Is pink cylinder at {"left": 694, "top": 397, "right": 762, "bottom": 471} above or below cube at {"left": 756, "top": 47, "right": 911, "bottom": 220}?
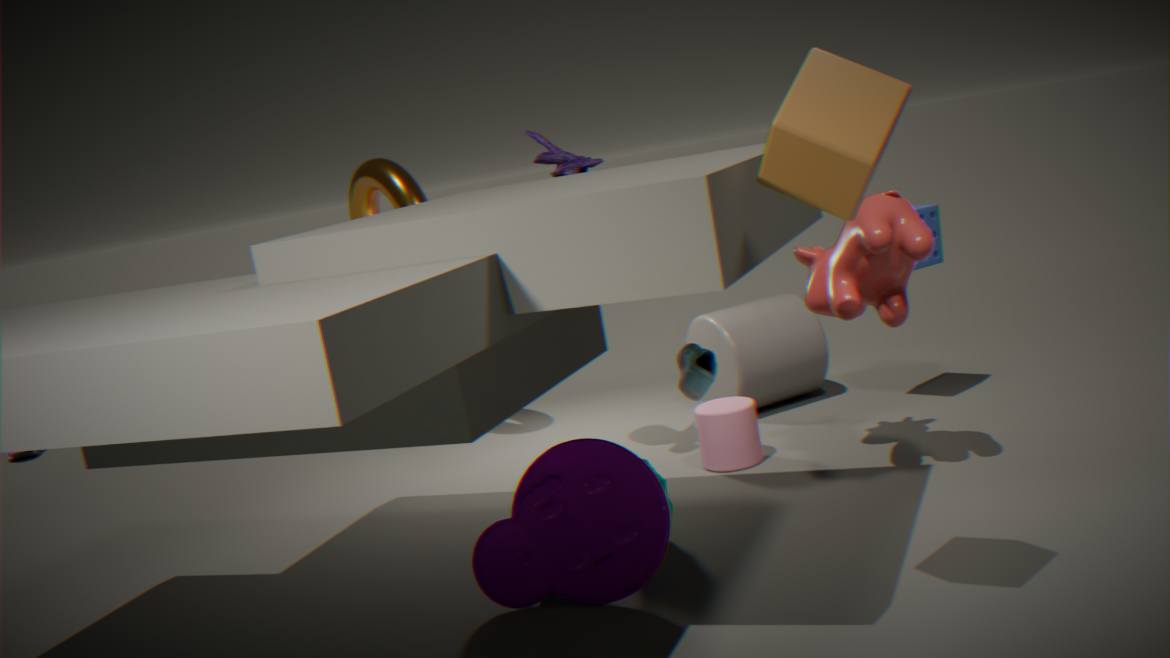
below
